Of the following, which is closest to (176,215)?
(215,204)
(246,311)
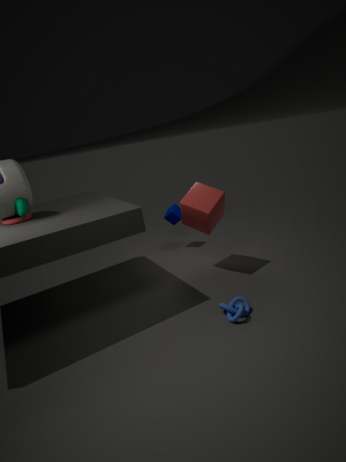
(215,204)
